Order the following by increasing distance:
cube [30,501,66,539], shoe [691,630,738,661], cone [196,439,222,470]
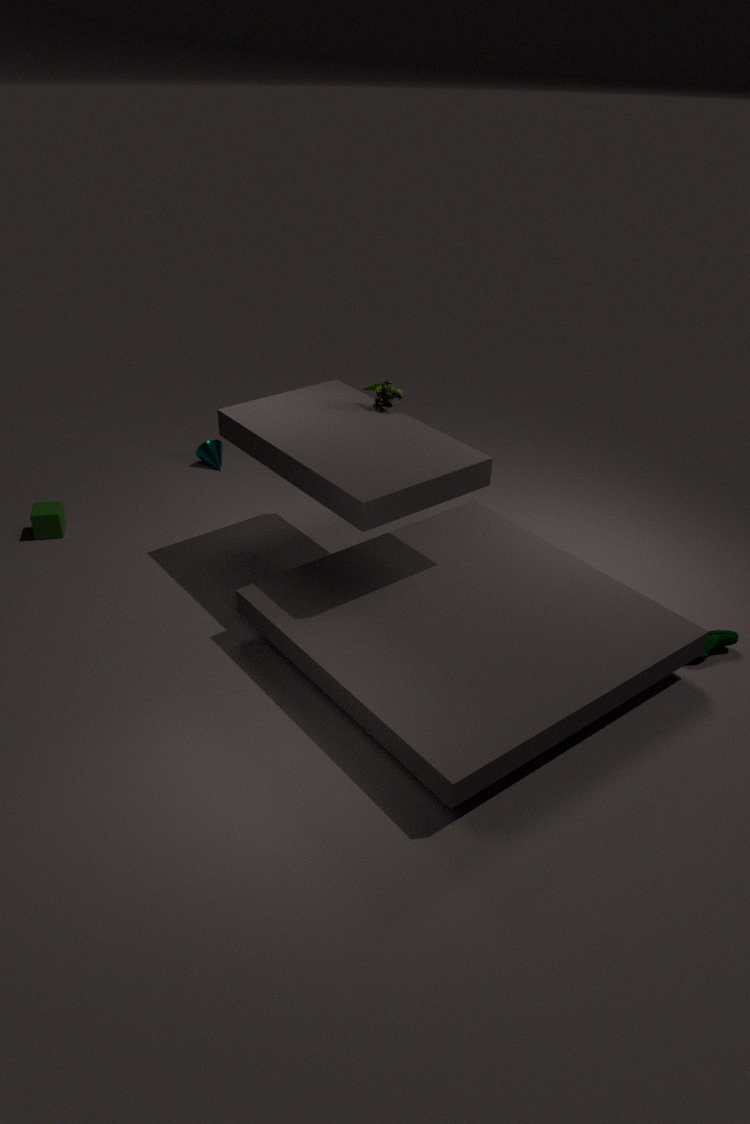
shoe [691,630,738,661], cube [30,501,66,539], cone [196,439,222,470]
